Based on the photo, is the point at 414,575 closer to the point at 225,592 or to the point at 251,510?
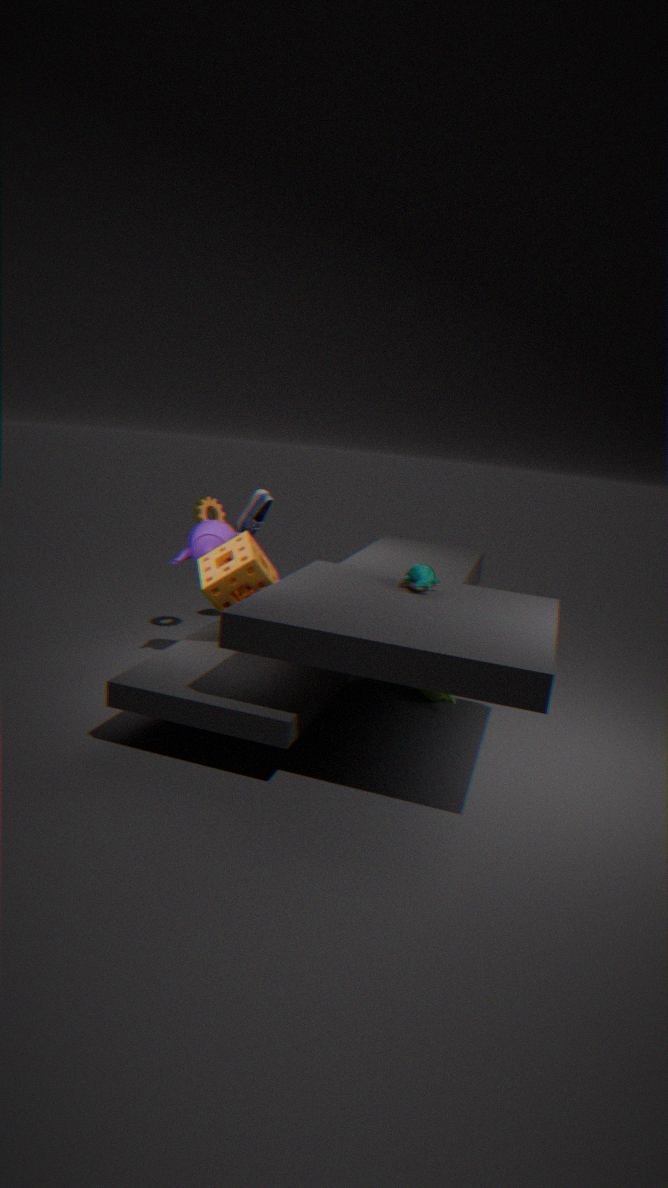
the point at 225,592
